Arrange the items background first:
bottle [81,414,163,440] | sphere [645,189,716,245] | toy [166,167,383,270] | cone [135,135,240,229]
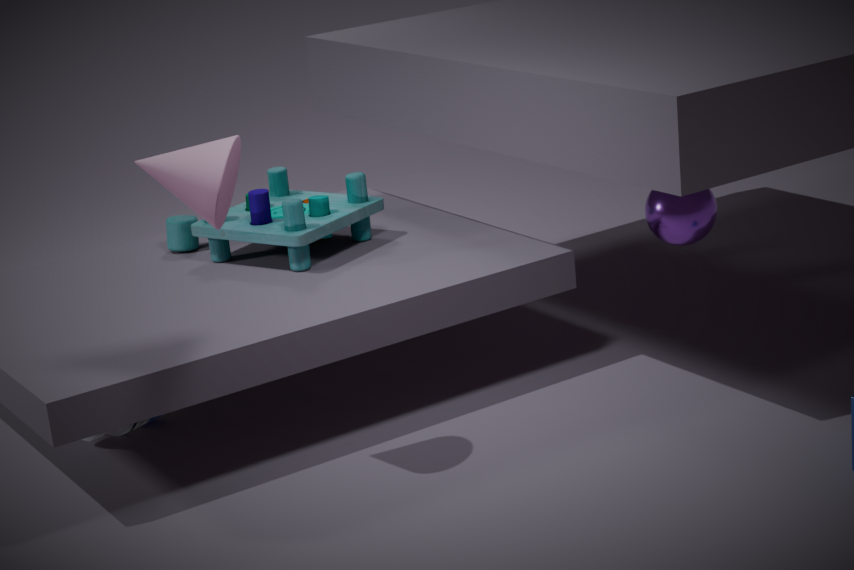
1. toy [166,167,383,270]
2. bottle [81,414,163,440]
3. sphere [645,189,716,245]
4. cone [135,135,240,229]
